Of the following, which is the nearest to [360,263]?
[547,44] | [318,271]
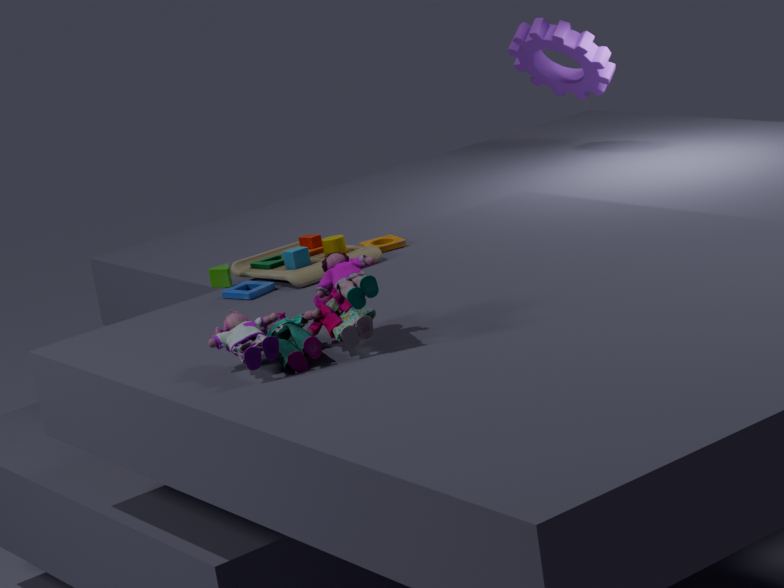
[318,271]
